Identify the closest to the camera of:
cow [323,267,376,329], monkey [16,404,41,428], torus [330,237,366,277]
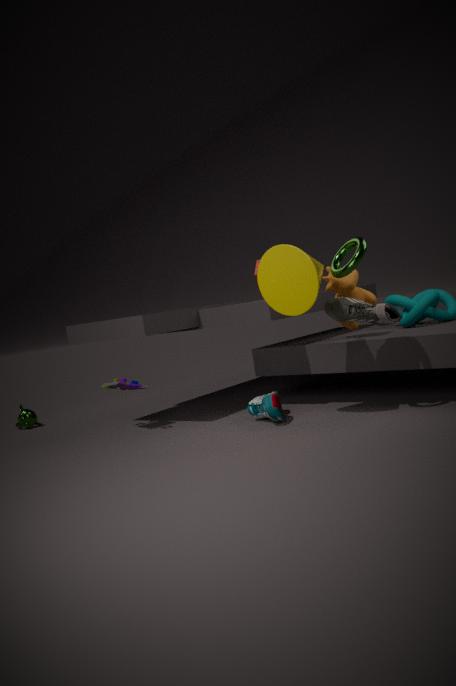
torus [330,237,366,277]
